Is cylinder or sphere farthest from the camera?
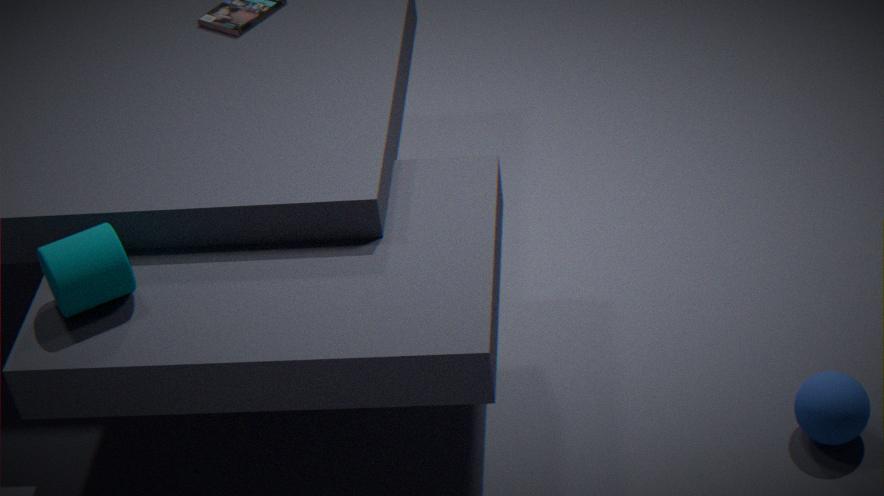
sphere
